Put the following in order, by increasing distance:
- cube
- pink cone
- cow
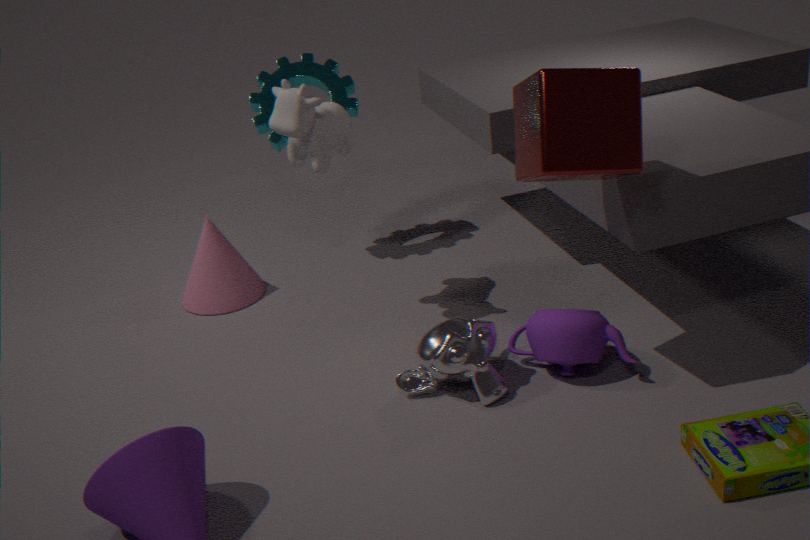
cube → cow → pink cone
